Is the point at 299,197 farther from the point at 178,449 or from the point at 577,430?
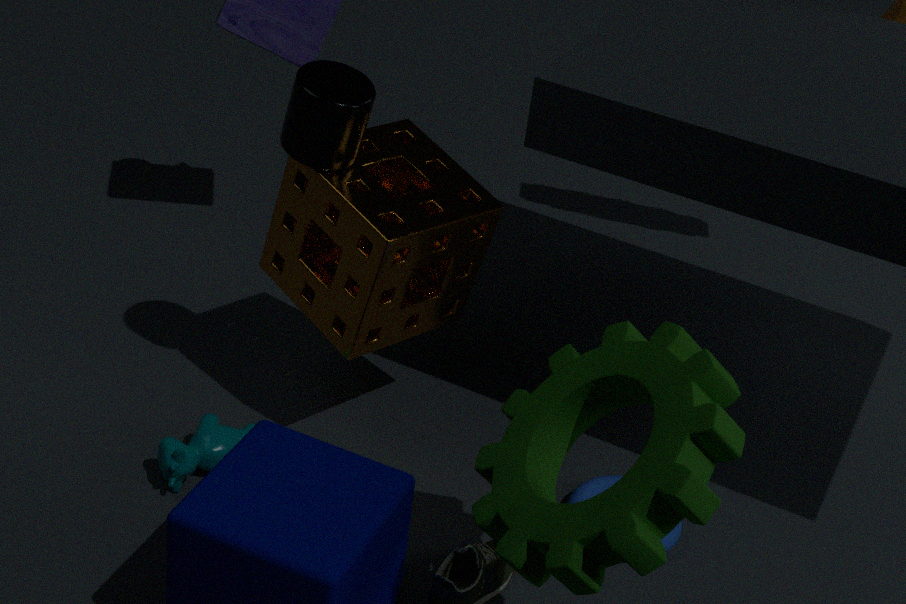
the point at 577,430
